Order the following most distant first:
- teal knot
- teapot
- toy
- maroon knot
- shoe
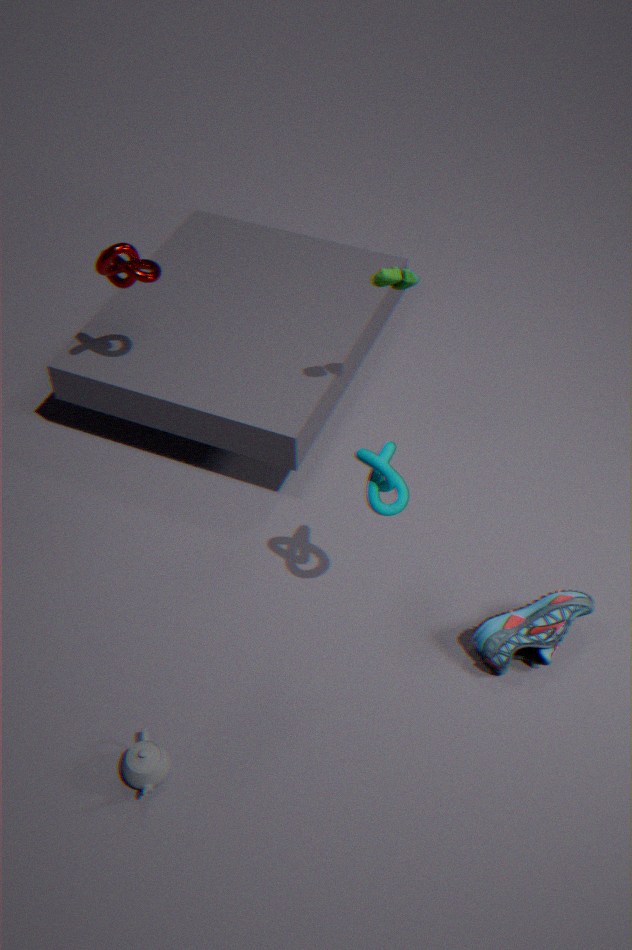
maroon knot, shoe, toy, teapot, teal knot
